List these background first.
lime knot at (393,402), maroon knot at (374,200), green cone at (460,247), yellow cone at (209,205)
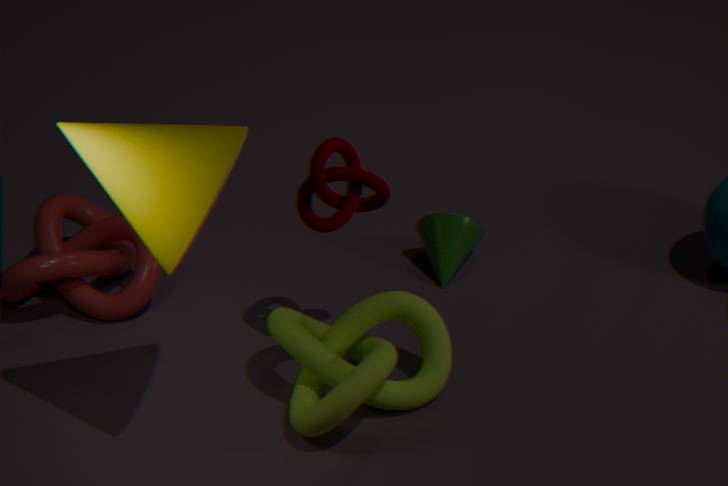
green cone at (460,247)
maroon knot at (374,200)
lime knot at (393,402)
yellow cone at (209,205)
